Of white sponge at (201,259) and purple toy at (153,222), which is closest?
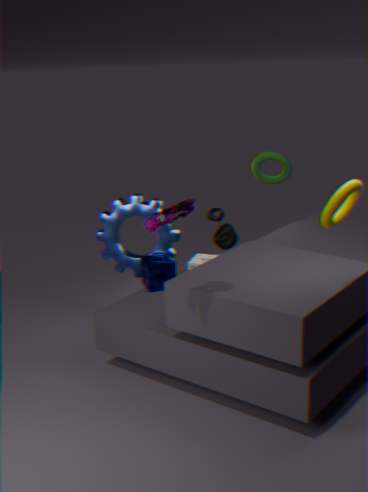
purple toy at (153,222)
